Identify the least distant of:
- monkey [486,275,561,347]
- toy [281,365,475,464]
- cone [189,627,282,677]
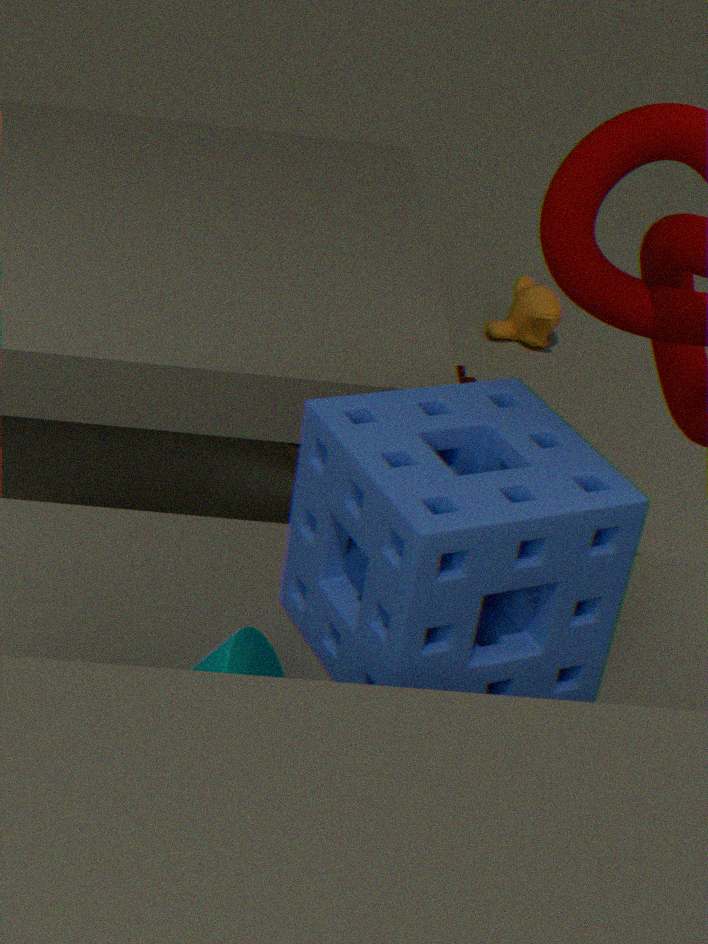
cone [189,627,282,677]
